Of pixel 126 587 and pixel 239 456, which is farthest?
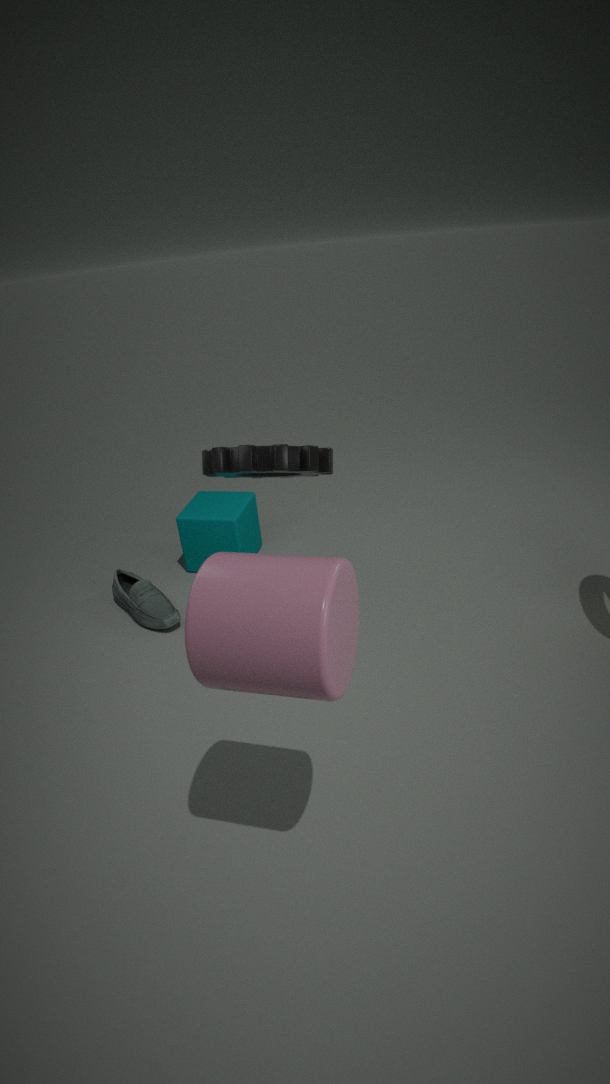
pixel 126 587
